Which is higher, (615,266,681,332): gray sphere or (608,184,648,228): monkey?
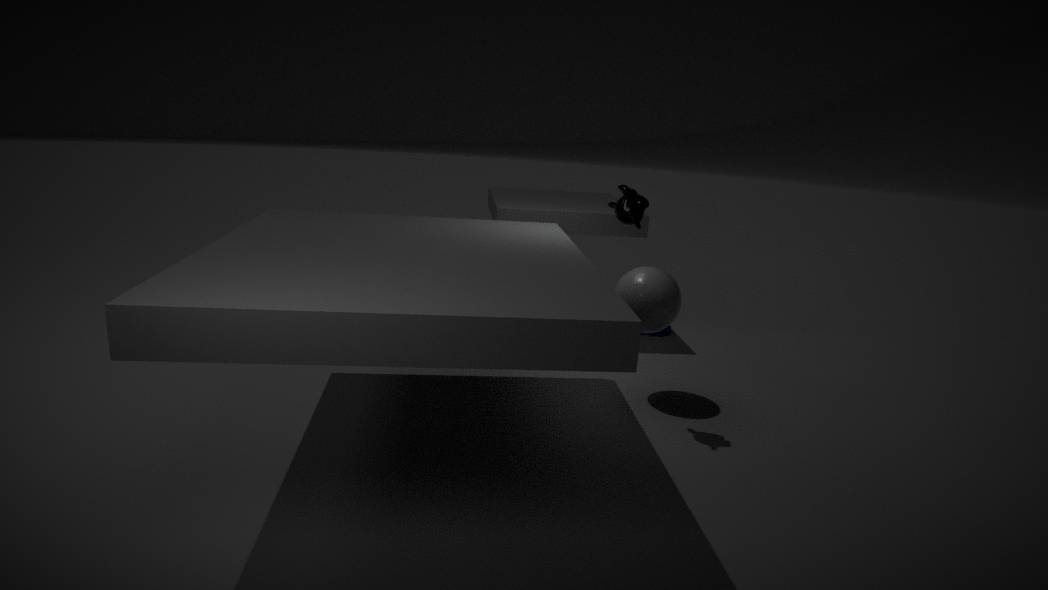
(608,184,648,228): monkey
